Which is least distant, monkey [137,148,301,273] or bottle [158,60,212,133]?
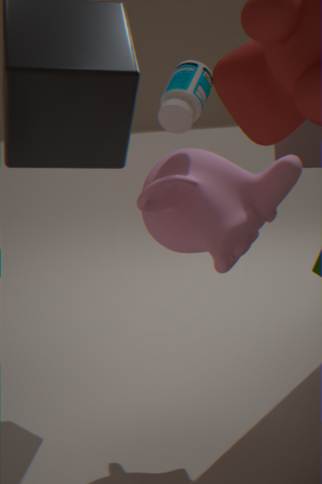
bottle [158,60,212,133]
